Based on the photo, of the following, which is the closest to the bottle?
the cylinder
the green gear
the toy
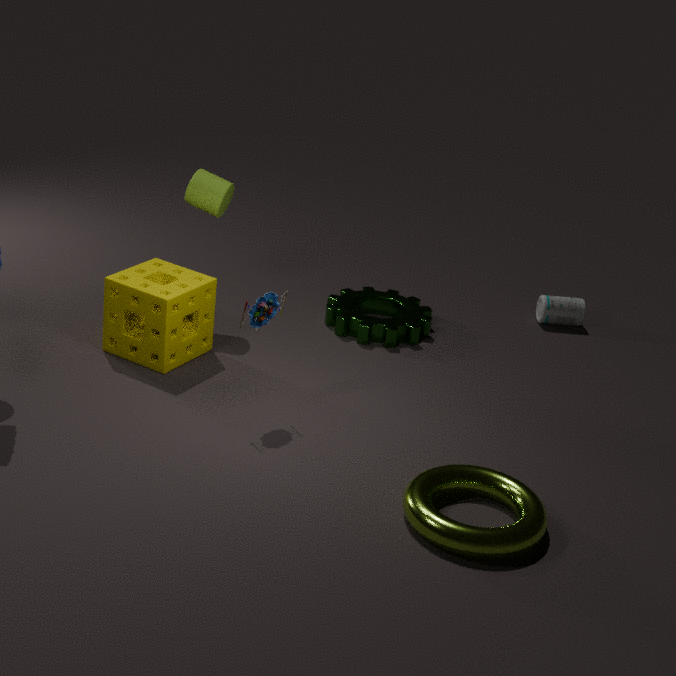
the green gear
